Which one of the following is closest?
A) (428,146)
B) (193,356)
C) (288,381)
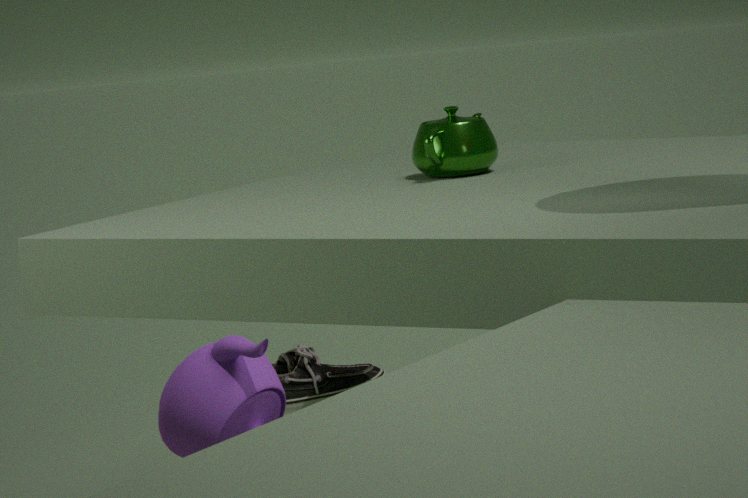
(193,356)
